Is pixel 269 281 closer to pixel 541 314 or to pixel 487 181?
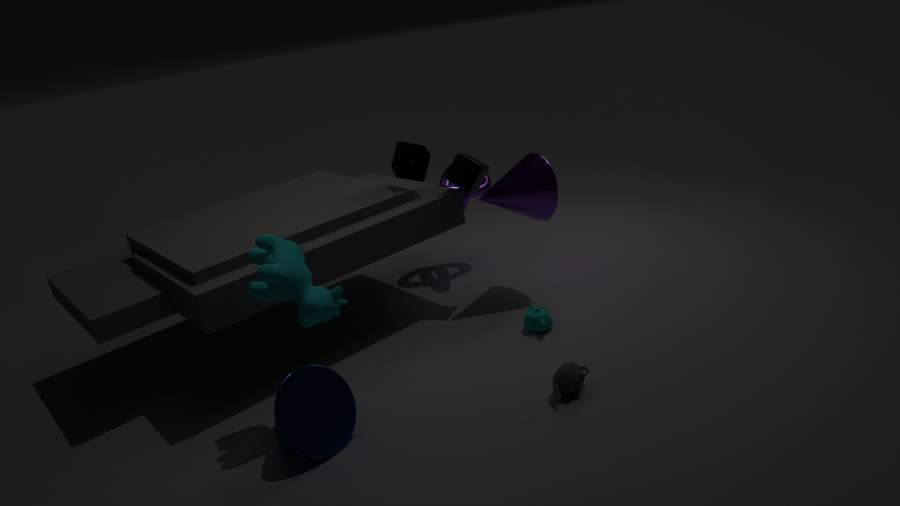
pixel 541 314
